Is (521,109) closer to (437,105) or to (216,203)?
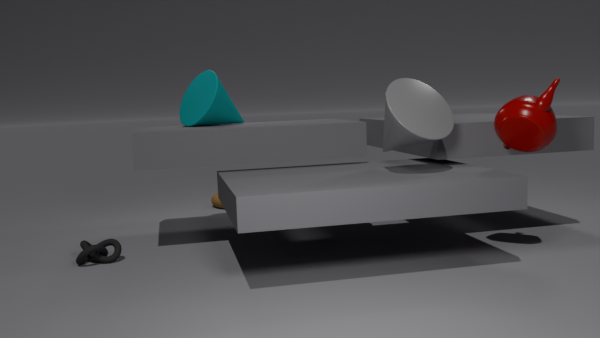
(437,105)
